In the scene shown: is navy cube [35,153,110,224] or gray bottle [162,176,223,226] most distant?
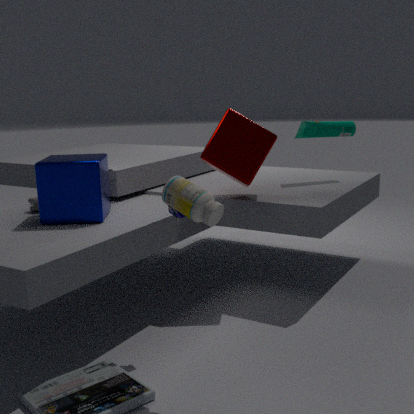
navy cube [35,153,110,224]
